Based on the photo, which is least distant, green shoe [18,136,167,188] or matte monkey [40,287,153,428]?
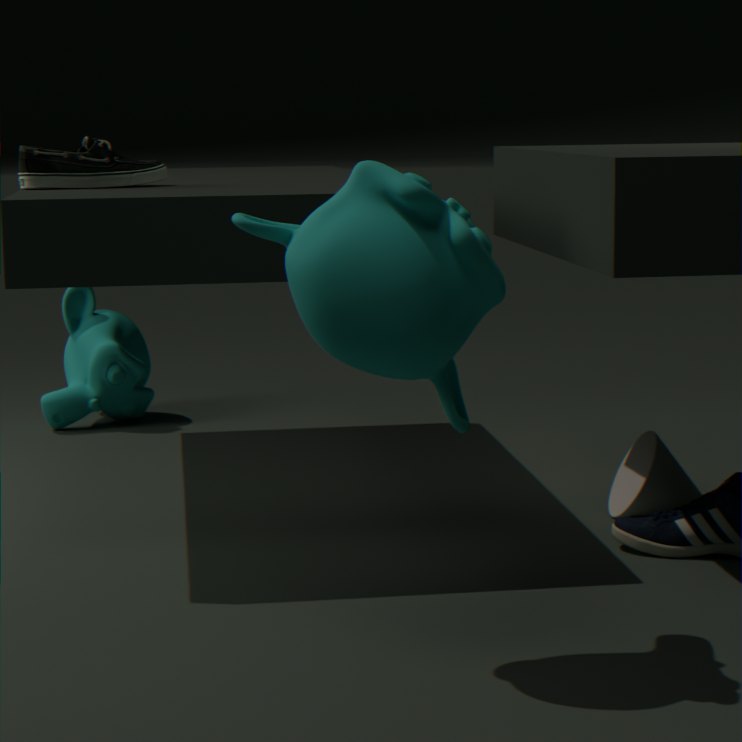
green shoe [18,136,167,188]
